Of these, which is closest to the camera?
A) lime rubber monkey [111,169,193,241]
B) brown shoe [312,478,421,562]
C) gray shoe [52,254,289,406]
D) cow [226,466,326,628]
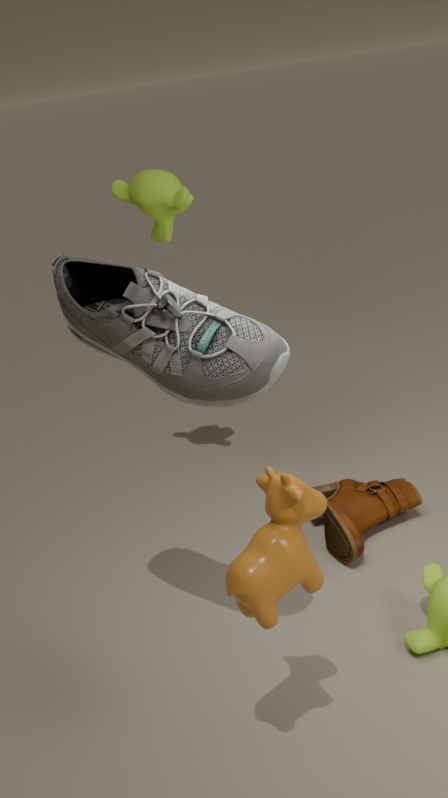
cow [226,466,326,628]
